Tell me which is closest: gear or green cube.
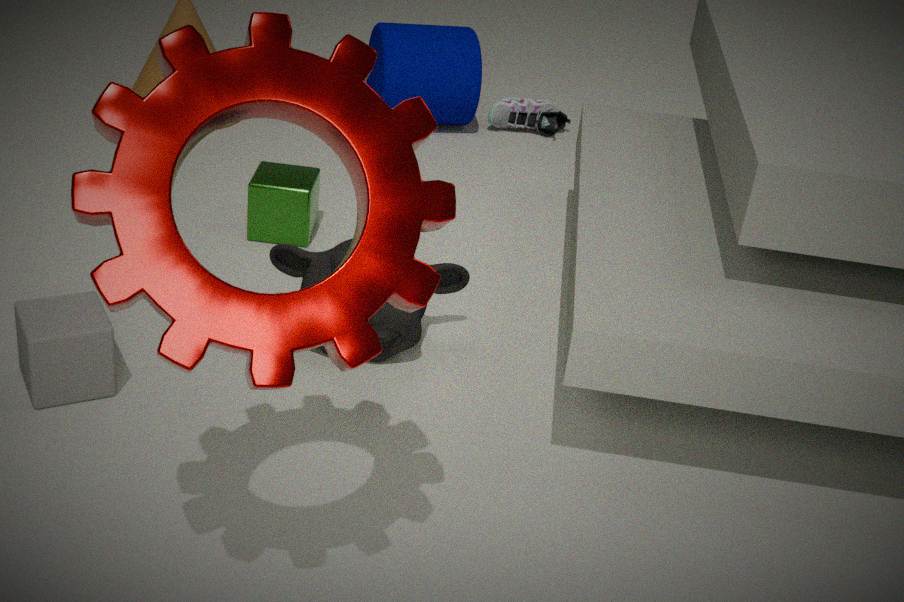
gear
